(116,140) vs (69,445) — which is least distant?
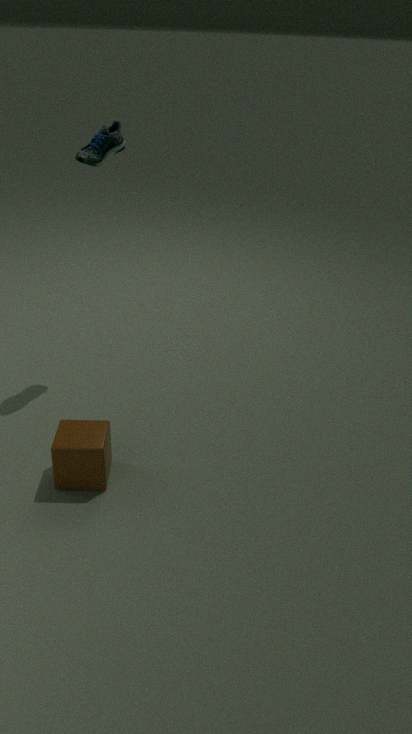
(69,445)
